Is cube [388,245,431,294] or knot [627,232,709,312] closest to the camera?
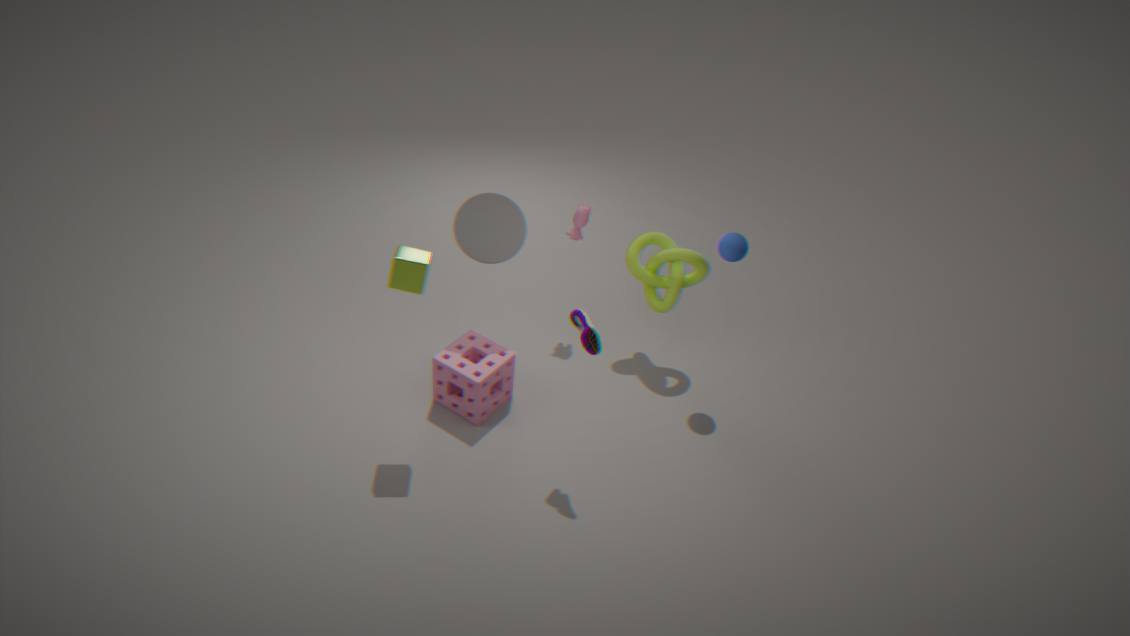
cube [388,245,431,294]
